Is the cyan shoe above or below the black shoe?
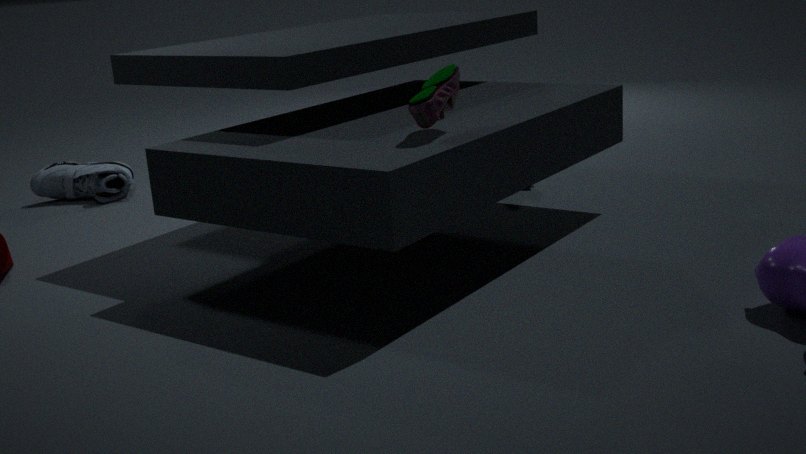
below
